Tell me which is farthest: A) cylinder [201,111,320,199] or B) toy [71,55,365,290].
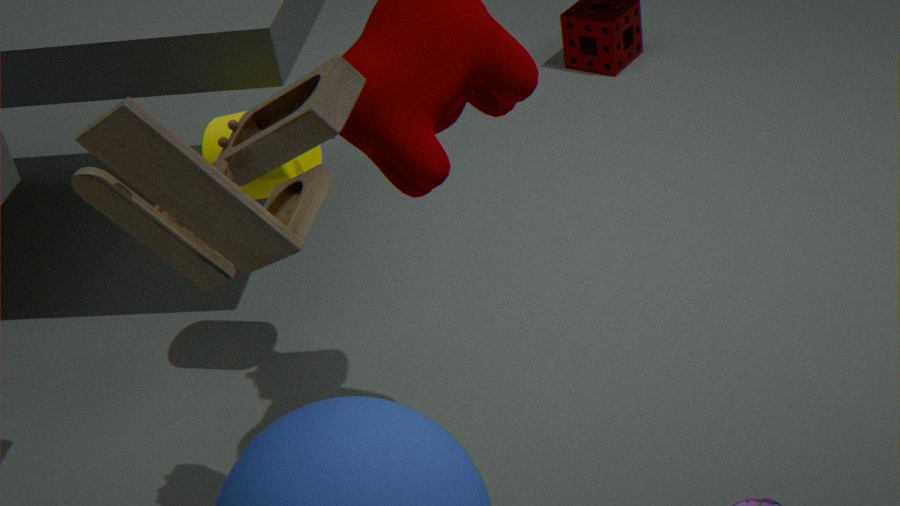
A. cylinder [201,111,320,199]
